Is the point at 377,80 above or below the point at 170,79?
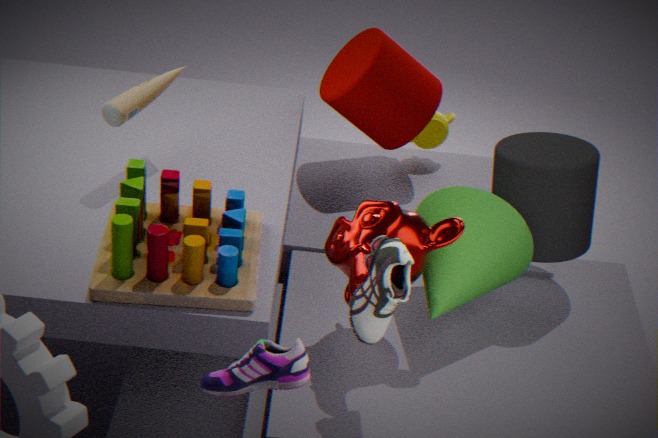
below
